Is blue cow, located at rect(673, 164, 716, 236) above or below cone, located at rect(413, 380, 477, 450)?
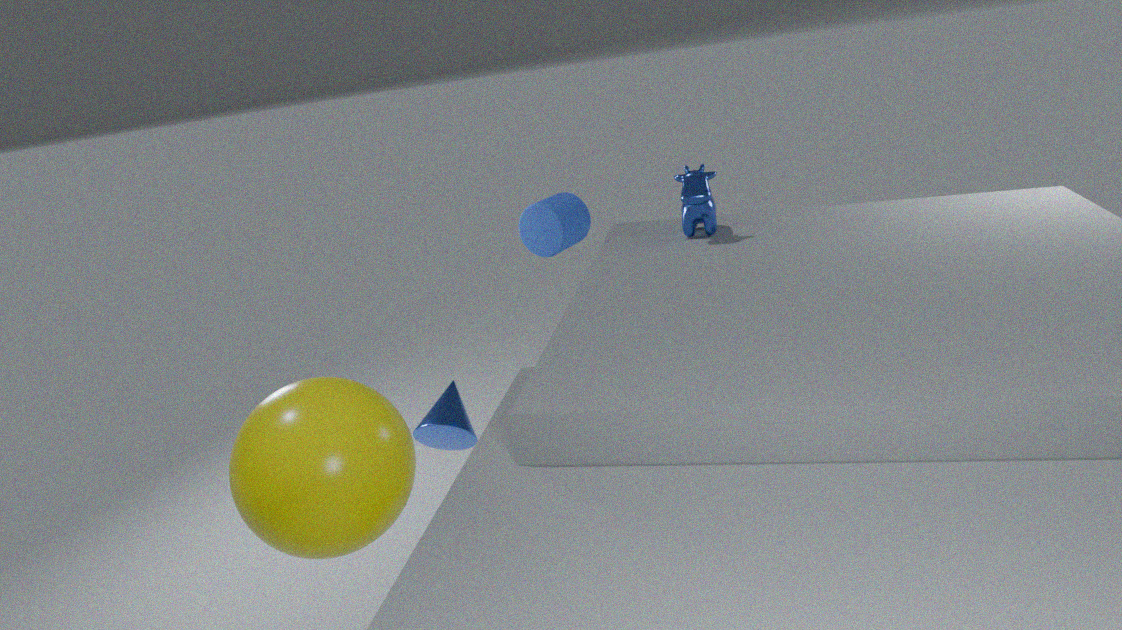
above
